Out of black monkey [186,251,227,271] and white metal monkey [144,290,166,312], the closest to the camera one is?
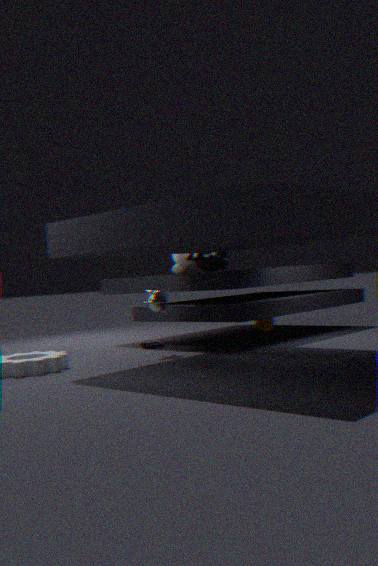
white metal monkey [144,290,166,312]
